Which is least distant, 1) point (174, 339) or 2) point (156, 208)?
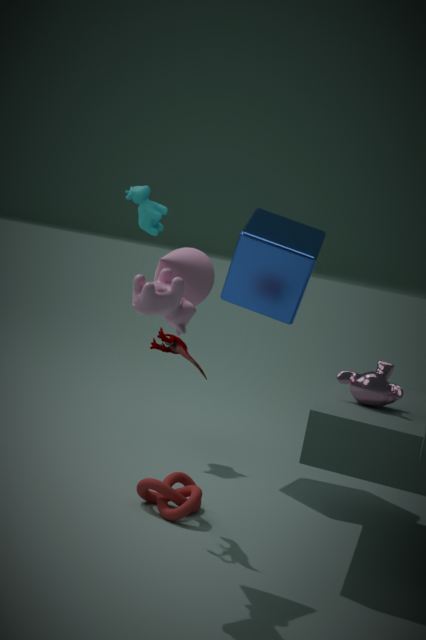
1. point (174, 339)
